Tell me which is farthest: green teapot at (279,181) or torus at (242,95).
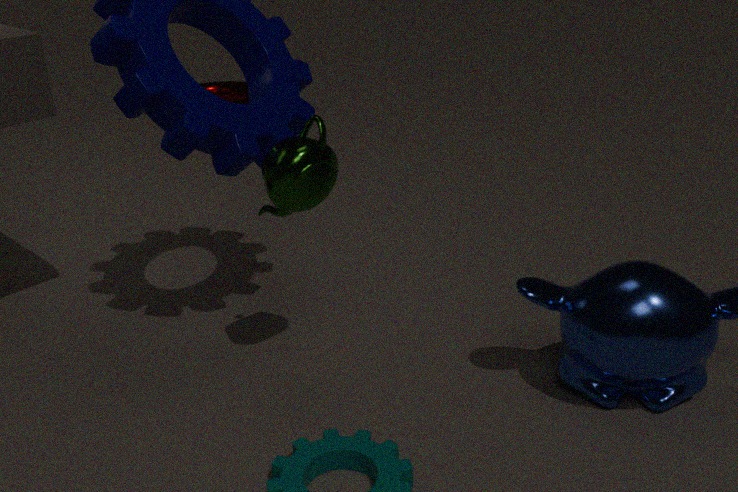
torus at (242,95)
